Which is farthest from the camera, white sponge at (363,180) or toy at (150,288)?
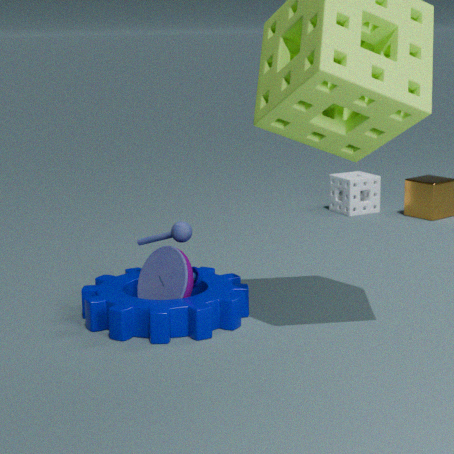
white sponge at (363,180)
